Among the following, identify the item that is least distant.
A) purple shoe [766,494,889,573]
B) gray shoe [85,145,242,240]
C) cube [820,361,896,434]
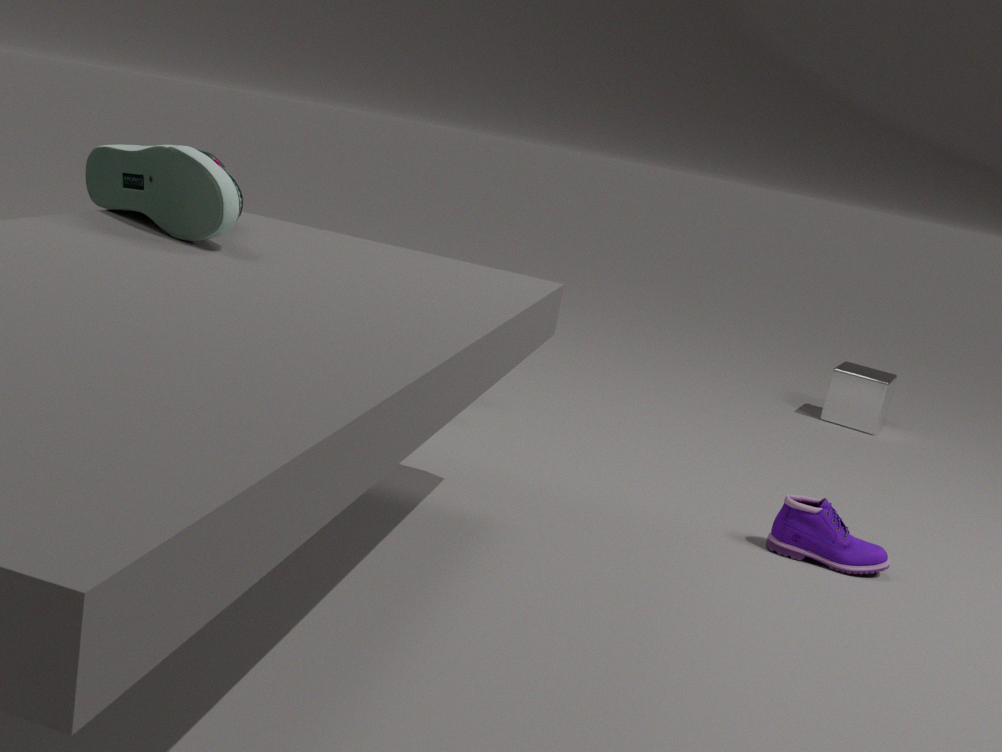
gray shoe [85,145,242,240]
